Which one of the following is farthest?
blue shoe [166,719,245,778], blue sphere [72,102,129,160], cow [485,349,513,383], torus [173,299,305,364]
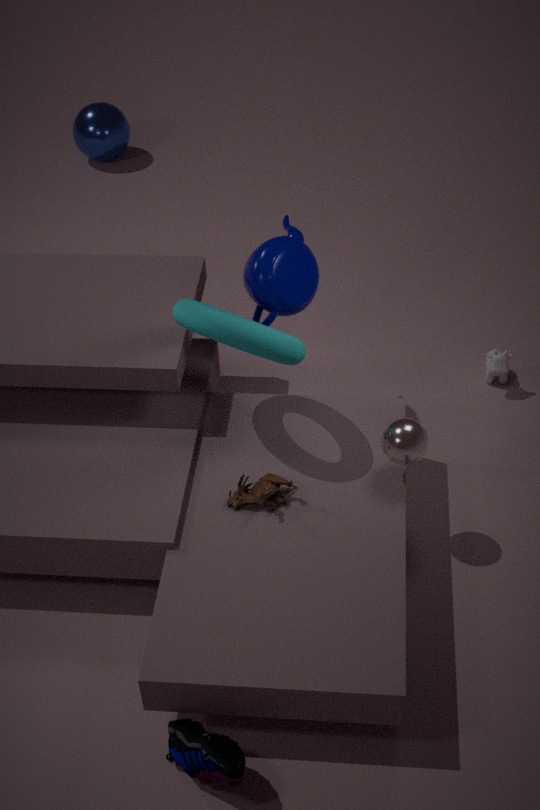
blue sphere [72,102,129,160]
